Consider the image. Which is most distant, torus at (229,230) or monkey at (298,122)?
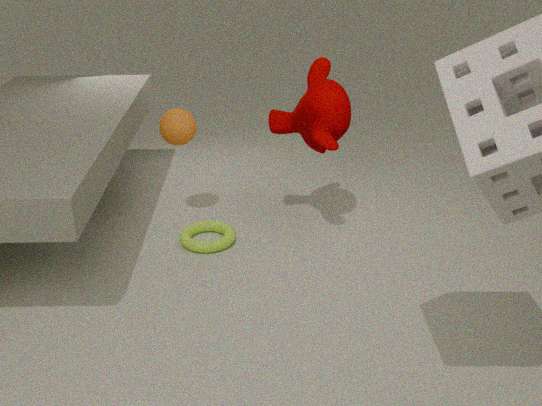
torus at (229,230)
